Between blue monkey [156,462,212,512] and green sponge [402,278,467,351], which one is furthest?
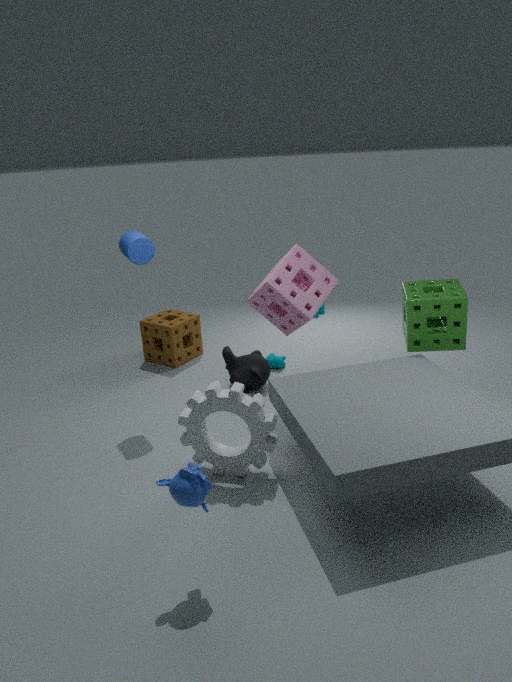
green sponge [402,278,467,351]
